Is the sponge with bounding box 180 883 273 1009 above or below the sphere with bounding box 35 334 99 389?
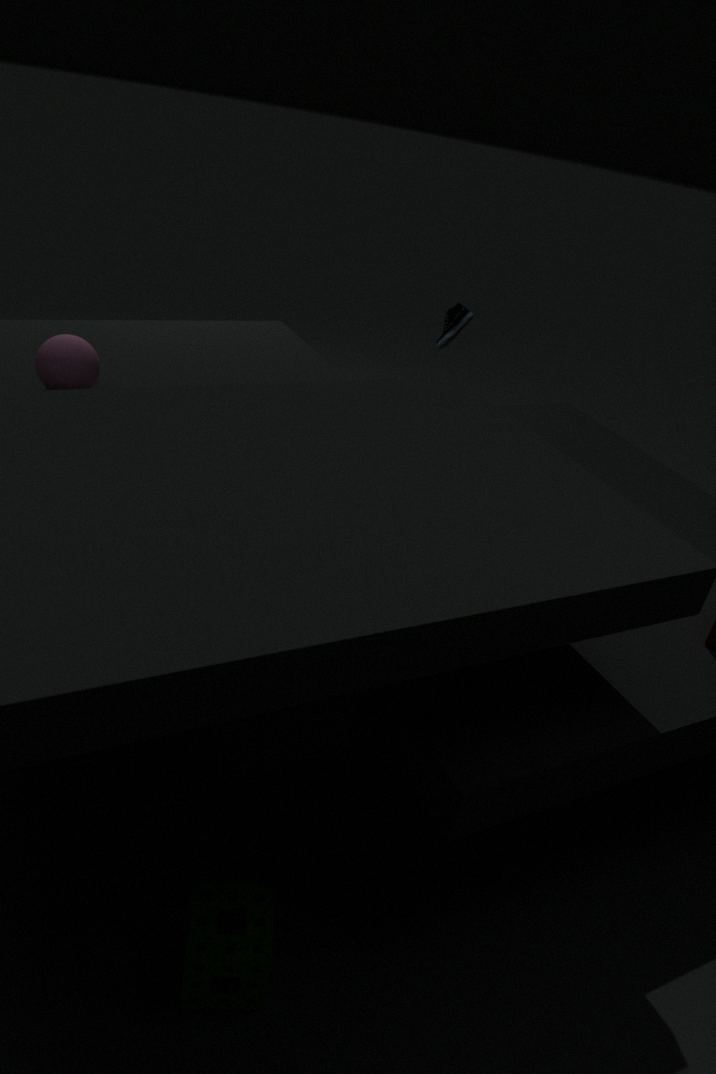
below
